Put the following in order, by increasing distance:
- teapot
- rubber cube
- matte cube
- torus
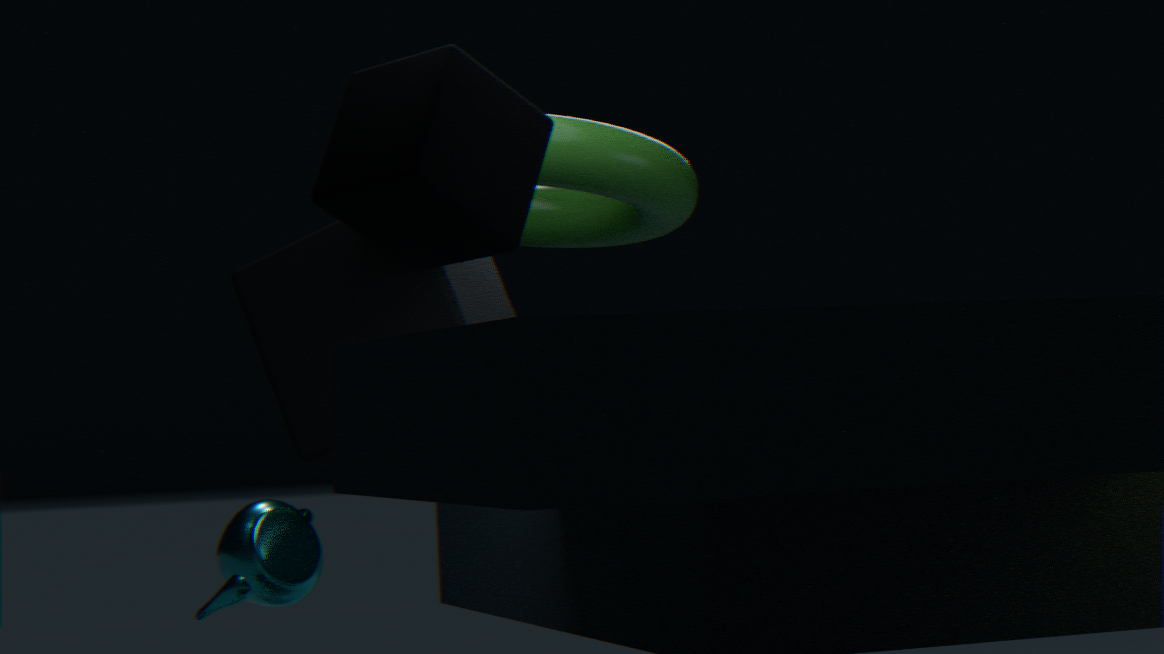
matte cube
torus
teapot
rubber cube
